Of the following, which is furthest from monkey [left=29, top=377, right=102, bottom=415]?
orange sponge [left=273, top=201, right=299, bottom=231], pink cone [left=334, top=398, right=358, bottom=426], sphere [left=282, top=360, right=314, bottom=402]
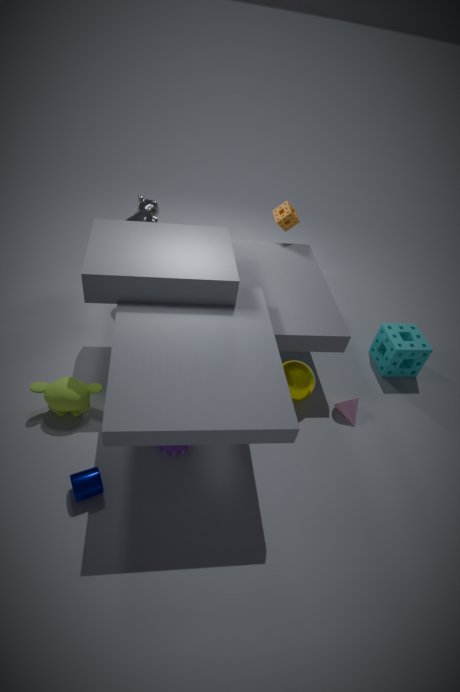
orange sponge [left=273, top=201, right=299, bottom=231]
